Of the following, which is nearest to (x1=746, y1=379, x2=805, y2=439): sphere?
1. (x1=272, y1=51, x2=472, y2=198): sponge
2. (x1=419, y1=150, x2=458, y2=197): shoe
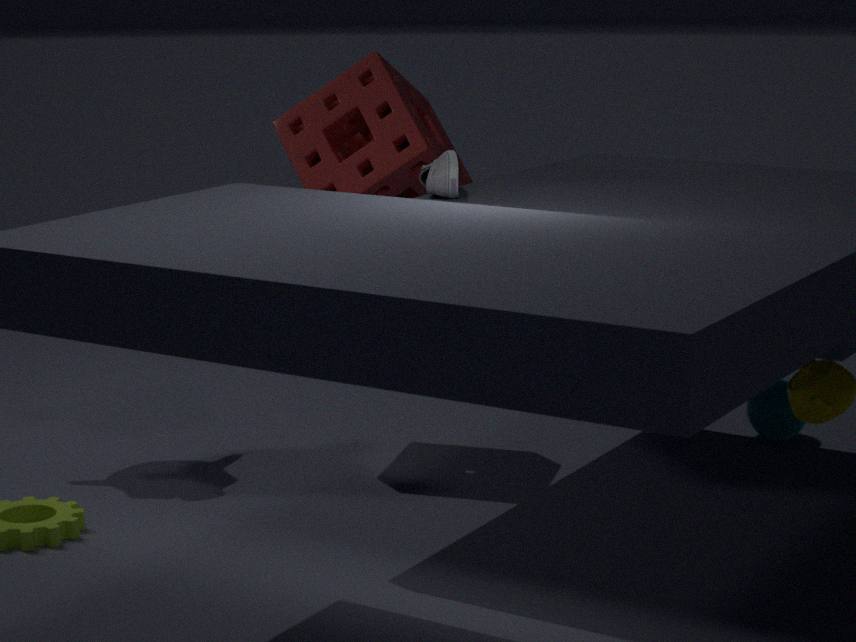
(x1=272, y1=51, x2=472, y2=198): sponge
